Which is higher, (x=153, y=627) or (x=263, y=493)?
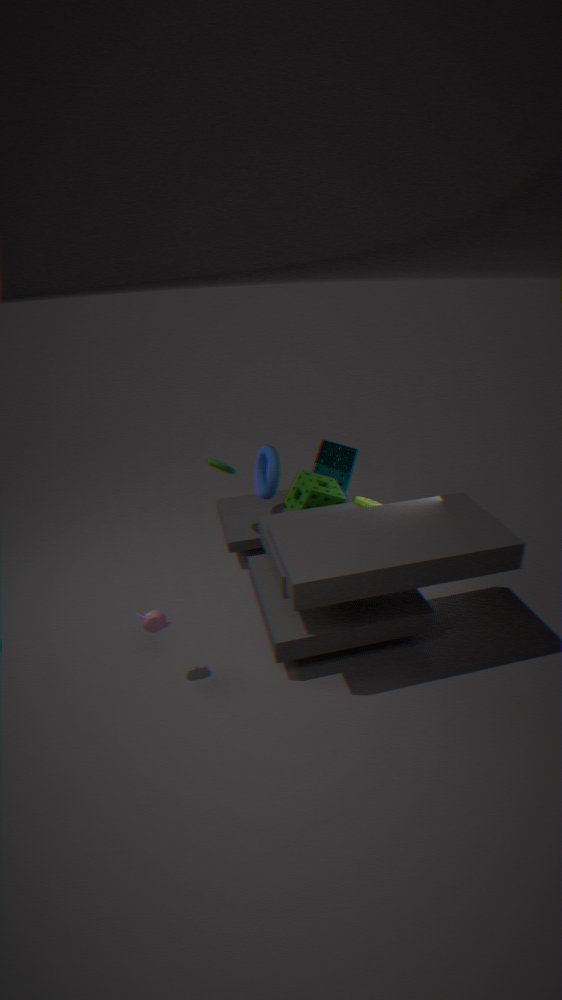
(x=263, y=493)
